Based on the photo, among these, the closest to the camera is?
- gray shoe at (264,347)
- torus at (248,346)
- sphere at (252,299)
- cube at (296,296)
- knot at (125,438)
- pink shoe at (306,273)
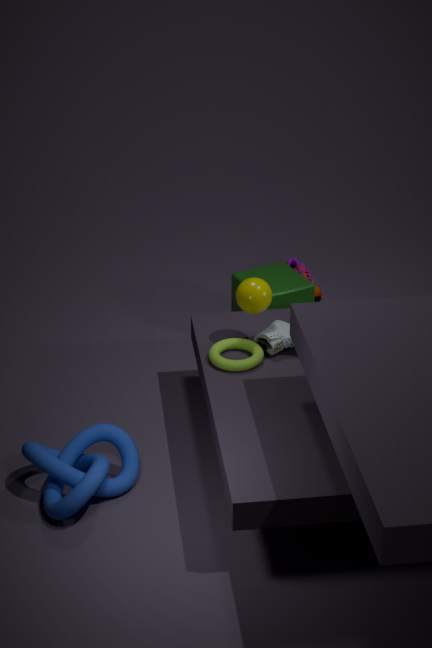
knot at (125,438)
